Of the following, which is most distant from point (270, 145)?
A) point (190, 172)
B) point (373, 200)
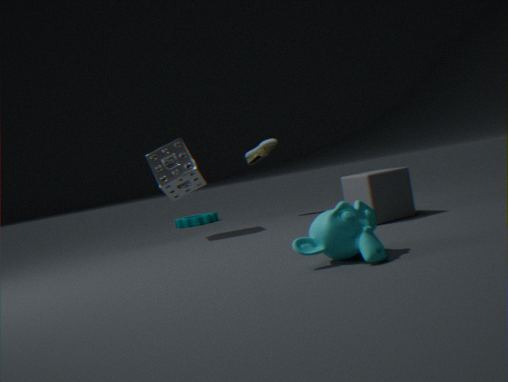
point (373, 200)
